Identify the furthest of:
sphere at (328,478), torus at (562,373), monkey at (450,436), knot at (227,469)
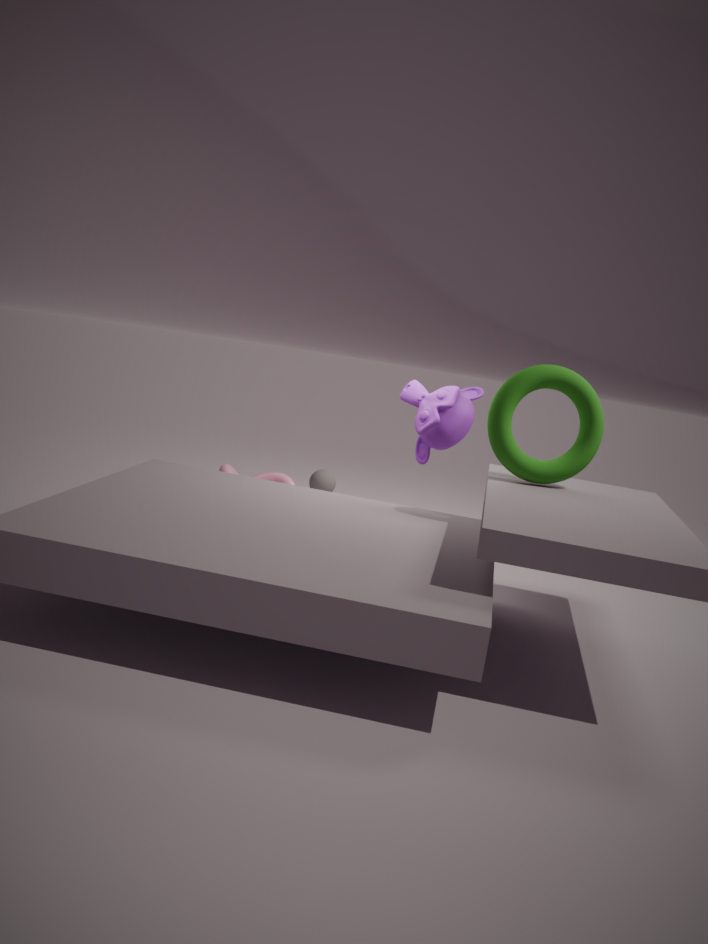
sphere at (328,478)
